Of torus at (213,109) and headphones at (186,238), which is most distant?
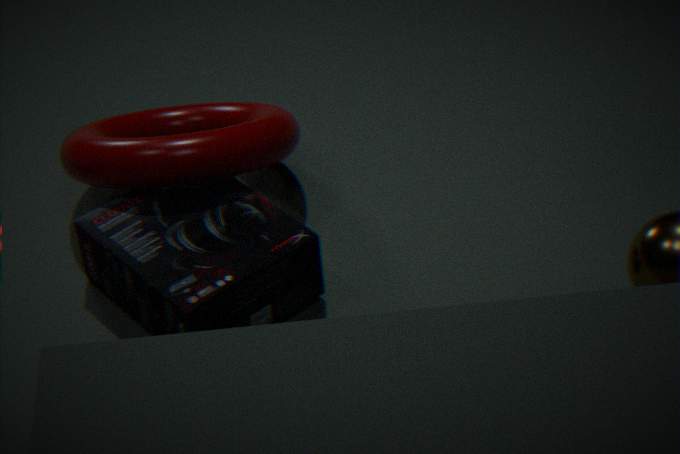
torus at (213,109)
